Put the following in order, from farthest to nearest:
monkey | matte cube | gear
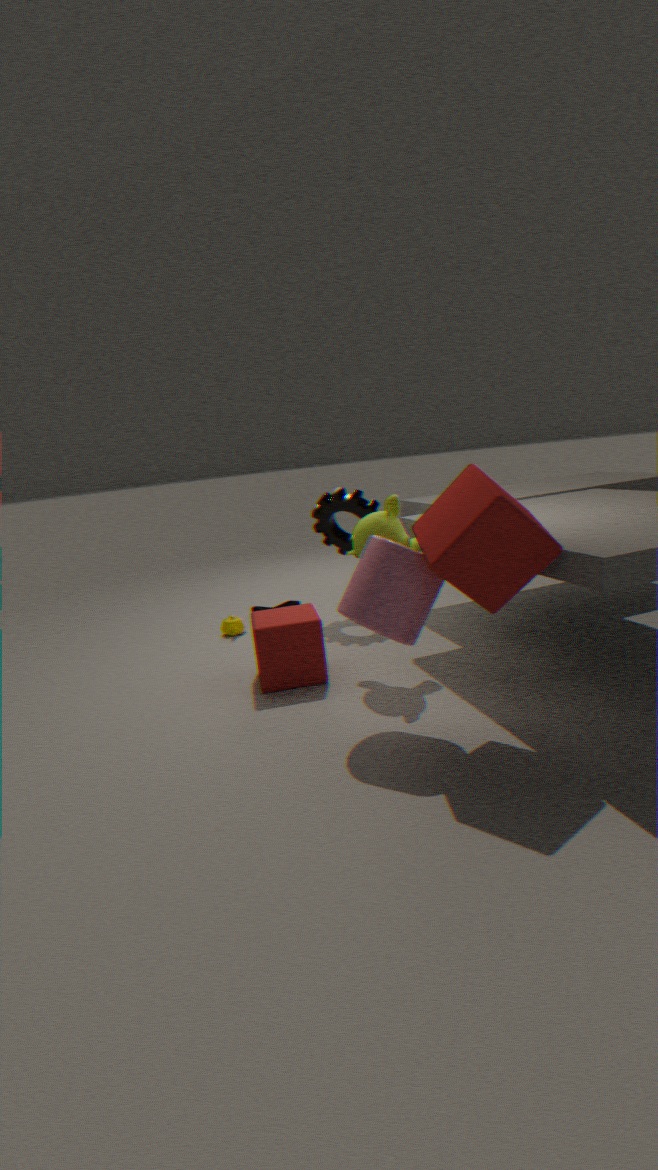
gear, monkey, matte cube
